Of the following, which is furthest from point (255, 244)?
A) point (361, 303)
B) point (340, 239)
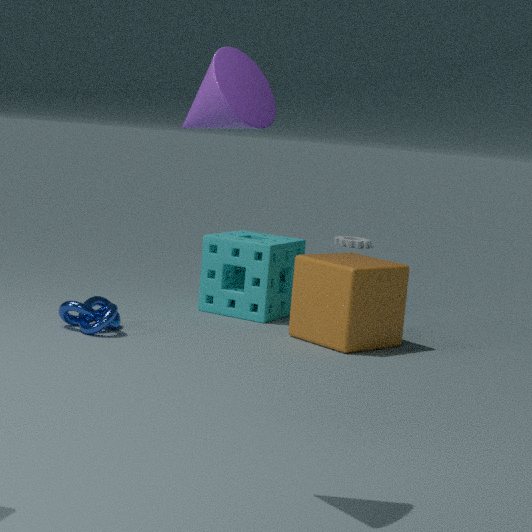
point (340, 239)
